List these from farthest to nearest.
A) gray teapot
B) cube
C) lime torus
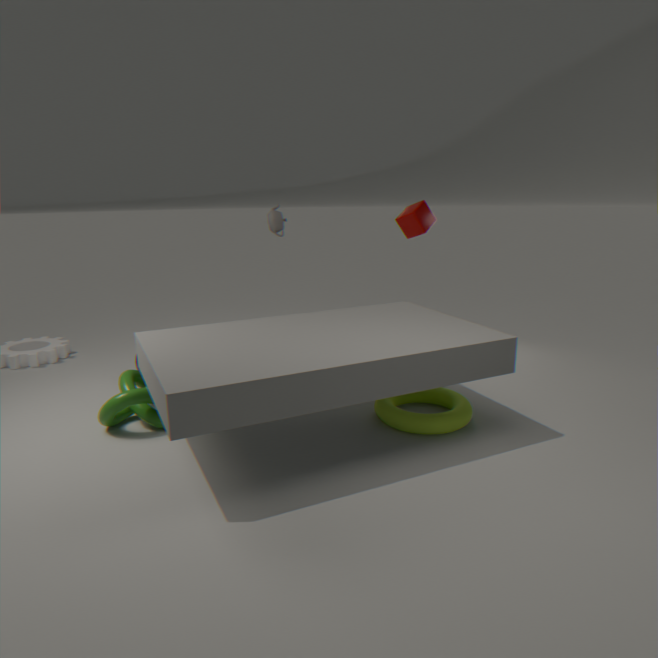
gray teapot
cube
lime torus
